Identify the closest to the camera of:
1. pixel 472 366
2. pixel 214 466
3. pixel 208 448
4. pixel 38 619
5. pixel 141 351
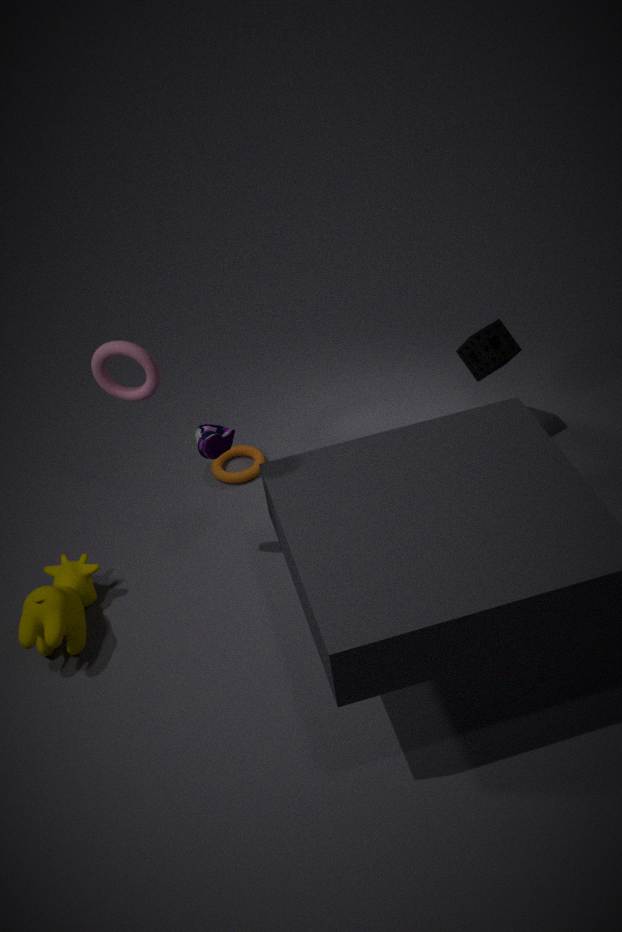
pixel 208 448
